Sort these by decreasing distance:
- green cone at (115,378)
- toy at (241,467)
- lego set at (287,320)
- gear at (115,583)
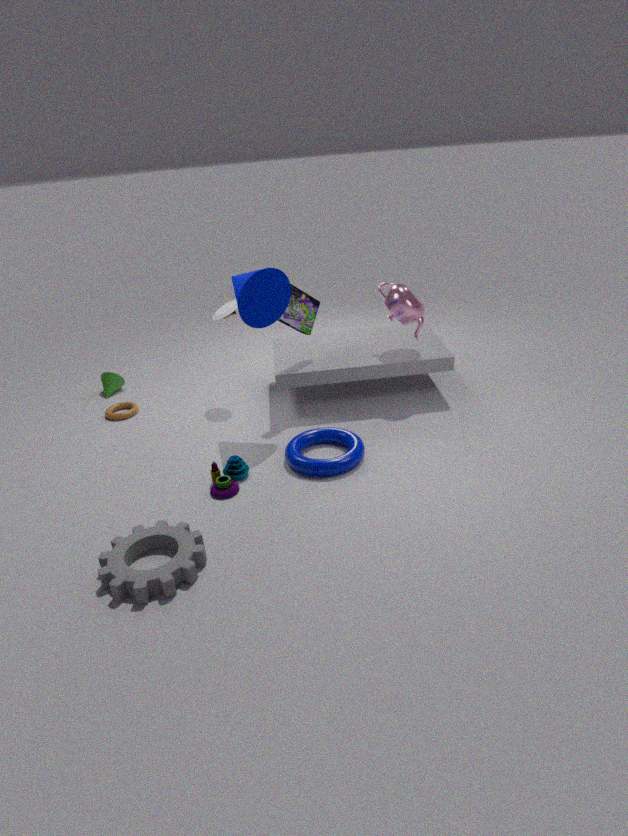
green cone at (115,378) → lego set at (287,320) → toy at (241,467) → gear at (115,583)
